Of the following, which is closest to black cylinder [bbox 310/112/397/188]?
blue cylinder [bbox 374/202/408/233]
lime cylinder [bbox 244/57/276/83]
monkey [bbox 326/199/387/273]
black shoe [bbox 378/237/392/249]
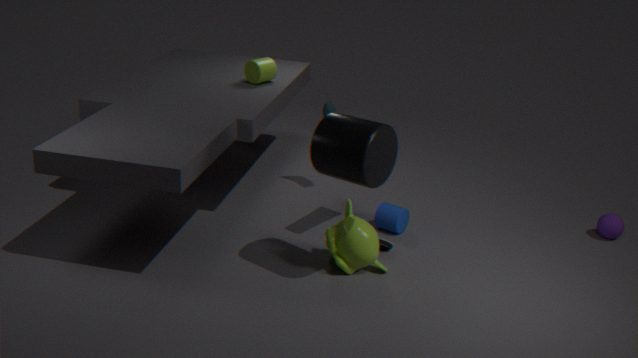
monkey [bbox 326/199/387/273]
